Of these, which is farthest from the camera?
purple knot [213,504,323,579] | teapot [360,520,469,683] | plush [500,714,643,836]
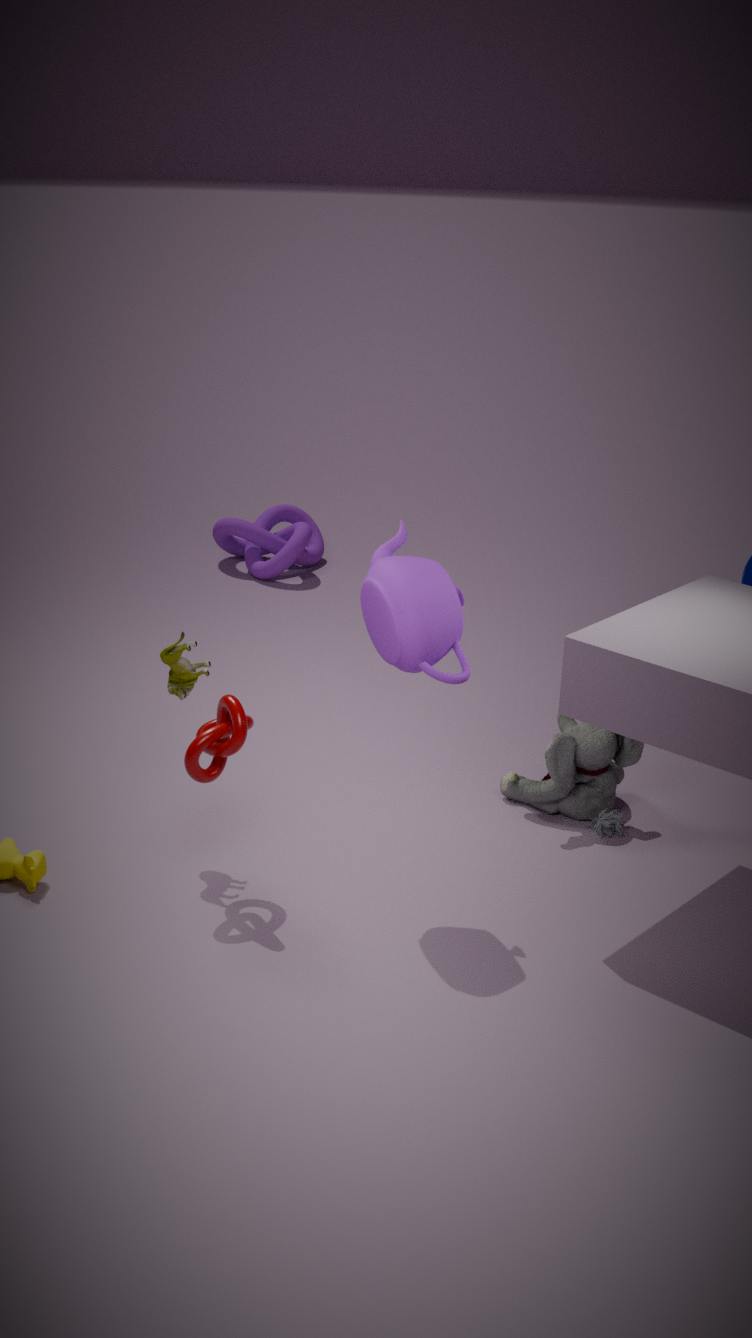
purple knot [213,504,323,579]
